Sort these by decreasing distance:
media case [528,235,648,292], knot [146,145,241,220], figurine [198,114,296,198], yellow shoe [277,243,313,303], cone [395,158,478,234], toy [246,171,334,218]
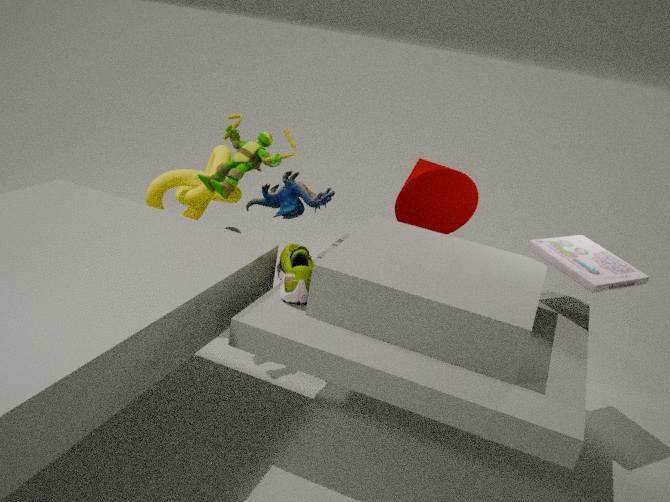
toy [246,171,334,218], knot [146,145,241,220], cone [395,158,478,234], figurine [198,114,296,198], media case [528,235,648,292], yellow shoe [277,243,313,303]
